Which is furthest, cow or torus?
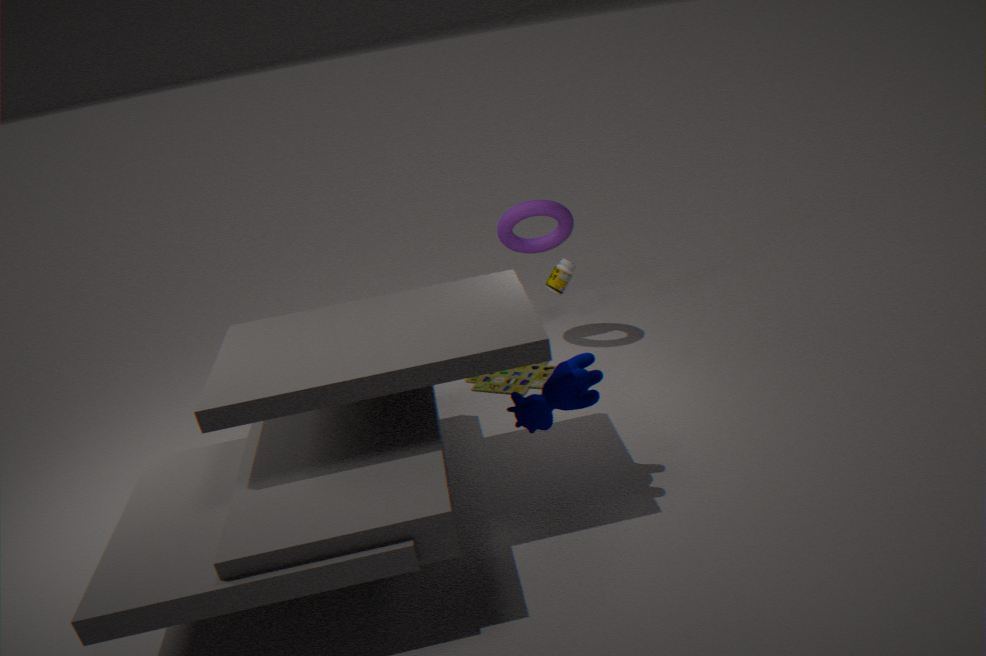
torus
